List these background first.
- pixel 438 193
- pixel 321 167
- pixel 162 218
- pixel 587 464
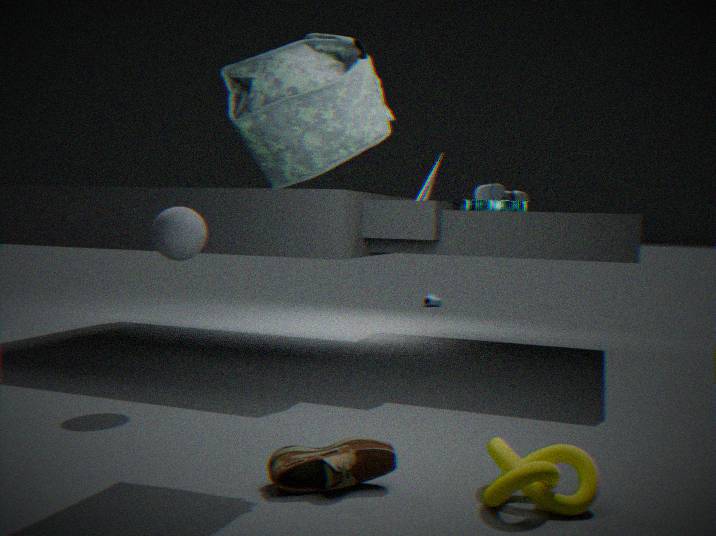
1. pixel 438 193
2. pixel 162 218
3. pixel 321 167
4. pixel 587 464
